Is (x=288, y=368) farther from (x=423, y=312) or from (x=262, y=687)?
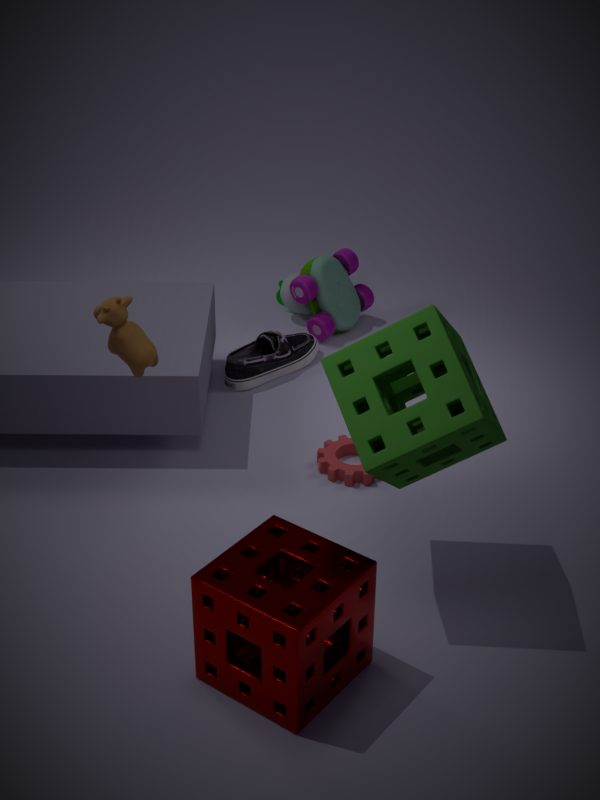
(x=262, y=687)
